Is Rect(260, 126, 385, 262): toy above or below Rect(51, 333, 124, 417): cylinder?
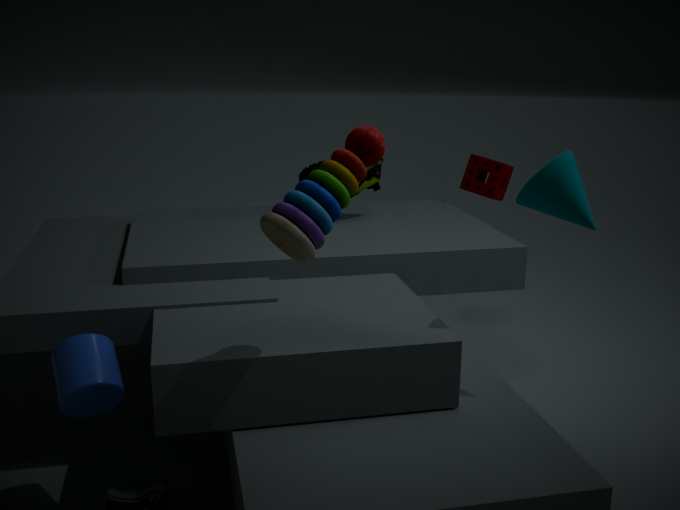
above
